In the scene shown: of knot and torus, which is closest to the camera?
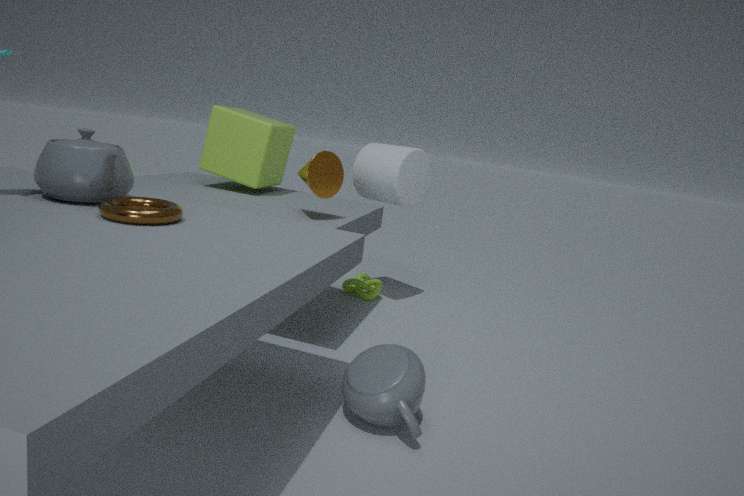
torus
